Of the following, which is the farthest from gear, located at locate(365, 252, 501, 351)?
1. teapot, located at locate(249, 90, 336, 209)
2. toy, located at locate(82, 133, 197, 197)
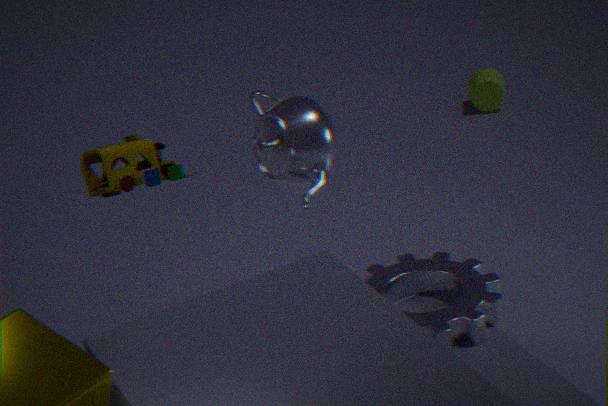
toy, located at locate(82, 133, 197, 197)
